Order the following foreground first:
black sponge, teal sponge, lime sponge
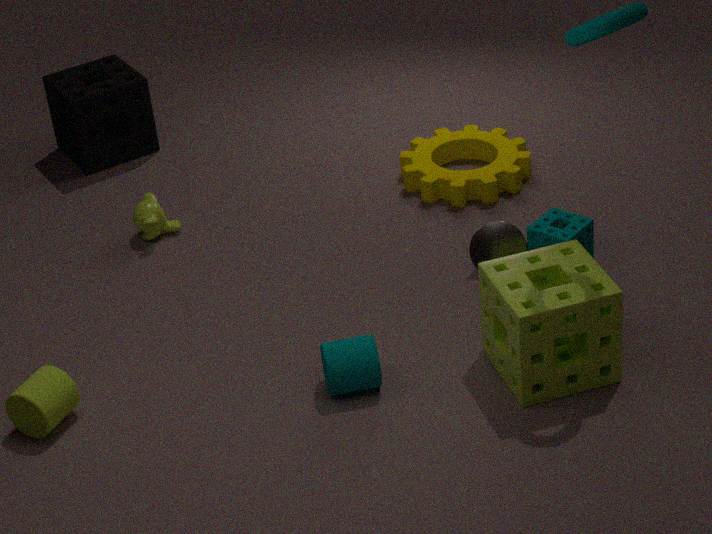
lime sponge
teal sponge
black sponge
